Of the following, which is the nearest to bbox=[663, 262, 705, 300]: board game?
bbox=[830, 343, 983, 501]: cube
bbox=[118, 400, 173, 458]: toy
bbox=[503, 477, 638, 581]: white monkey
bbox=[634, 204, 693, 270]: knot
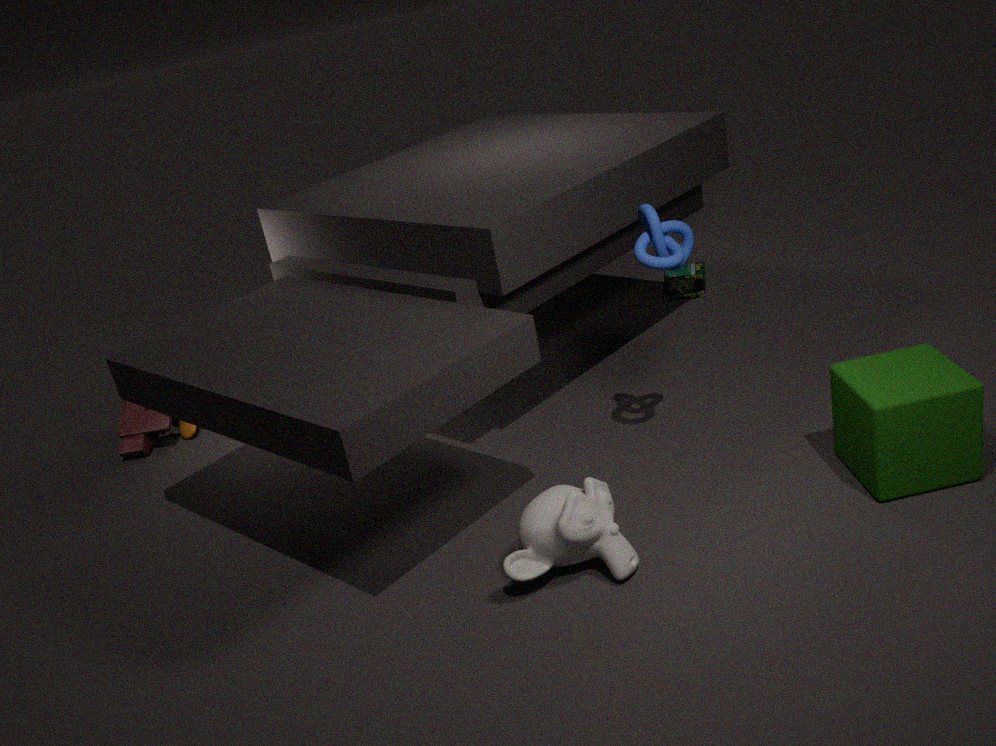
bbox=[634, 204, 693, 270]: knot
